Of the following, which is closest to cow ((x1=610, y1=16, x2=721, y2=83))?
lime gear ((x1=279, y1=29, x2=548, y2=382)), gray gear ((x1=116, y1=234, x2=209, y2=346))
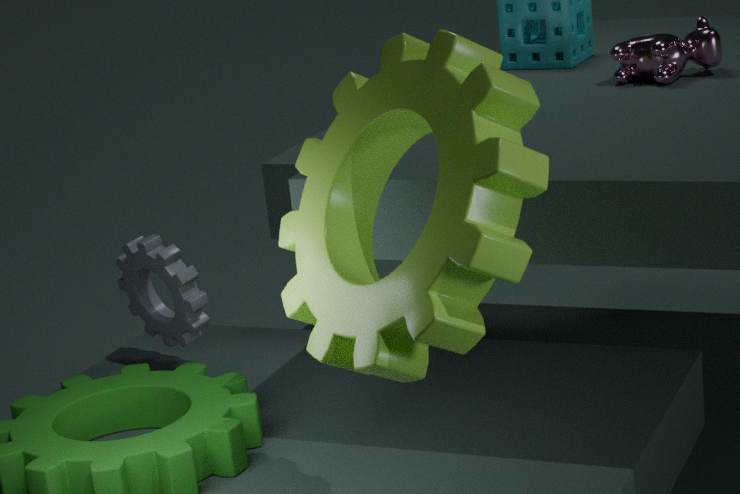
lime gear ((x1=279, y1=29, x2=548, y2=382))
